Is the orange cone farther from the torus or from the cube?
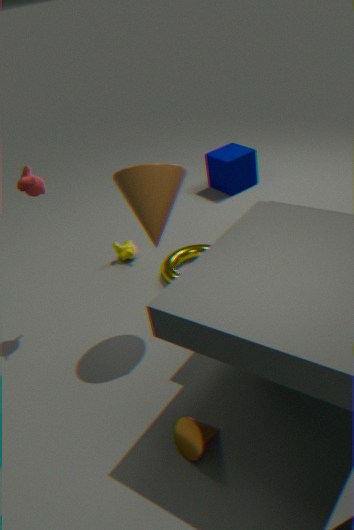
the cube
